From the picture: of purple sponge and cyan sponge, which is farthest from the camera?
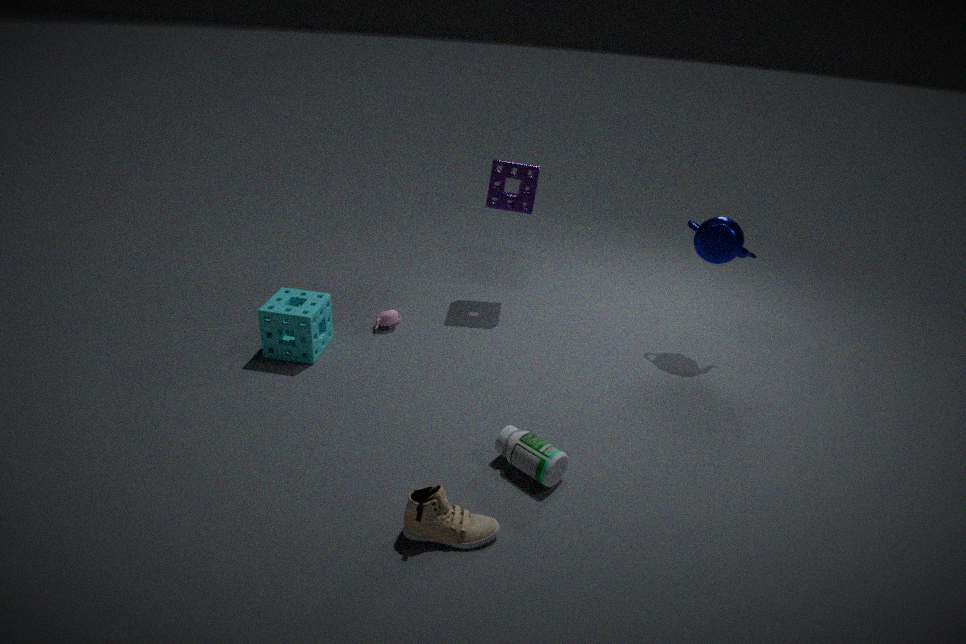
purple sponge
